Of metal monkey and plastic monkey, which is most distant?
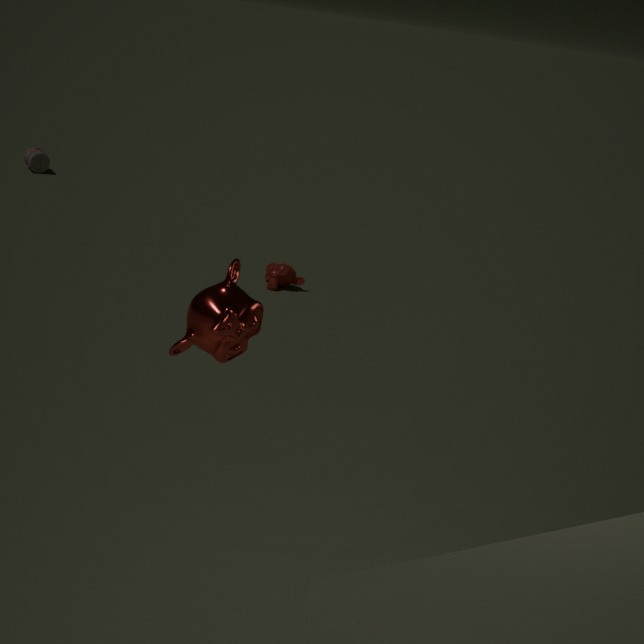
plastic monkey
